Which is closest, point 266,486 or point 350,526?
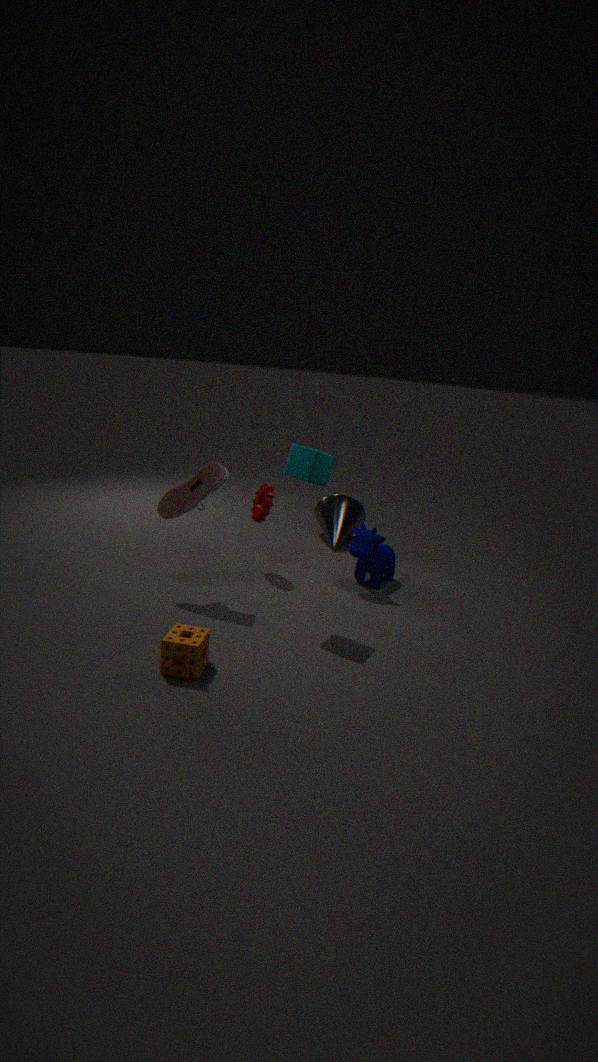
point 266,486
